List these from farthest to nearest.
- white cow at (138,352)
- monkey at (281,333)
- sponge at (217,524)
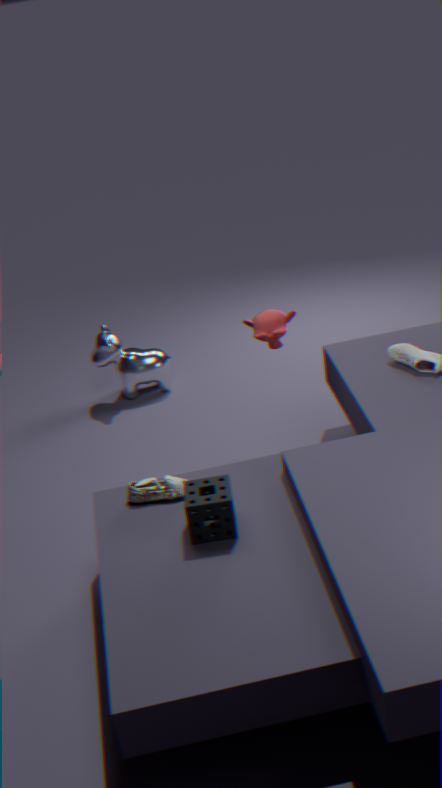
white cow at (138,352) < monkey at (281,333) < sponge at (217,524)
